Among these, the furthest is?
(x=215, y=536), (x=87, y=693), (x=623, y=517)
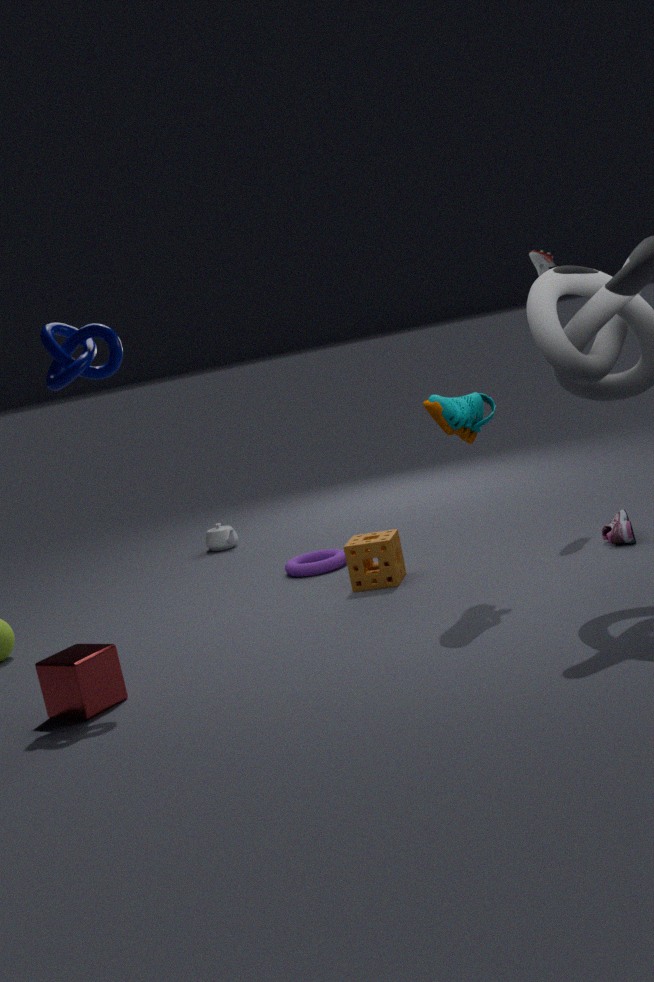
(x=215, y=536)
